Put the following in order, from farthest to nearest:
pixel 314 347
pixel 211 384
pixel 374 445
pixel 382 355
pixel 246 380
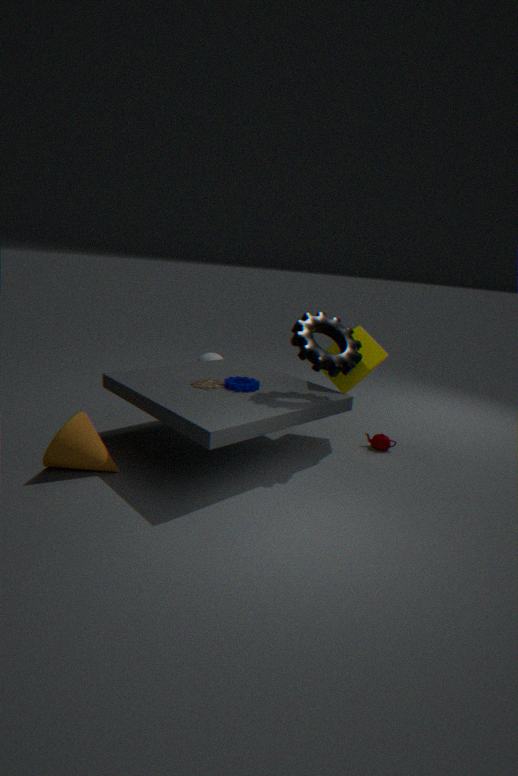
pixel 374 445
pixel 382 355
pixel 246 380
pixel 211 384
pixel 314 347
